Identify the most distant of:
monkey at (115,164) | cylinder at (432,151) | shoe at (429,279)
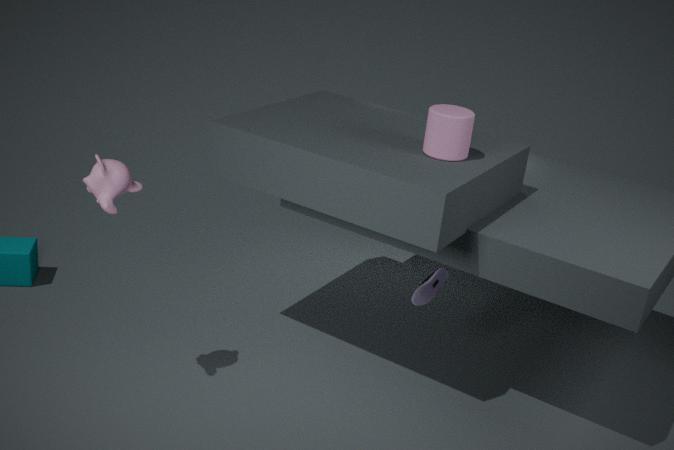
shoe at (429,279)
